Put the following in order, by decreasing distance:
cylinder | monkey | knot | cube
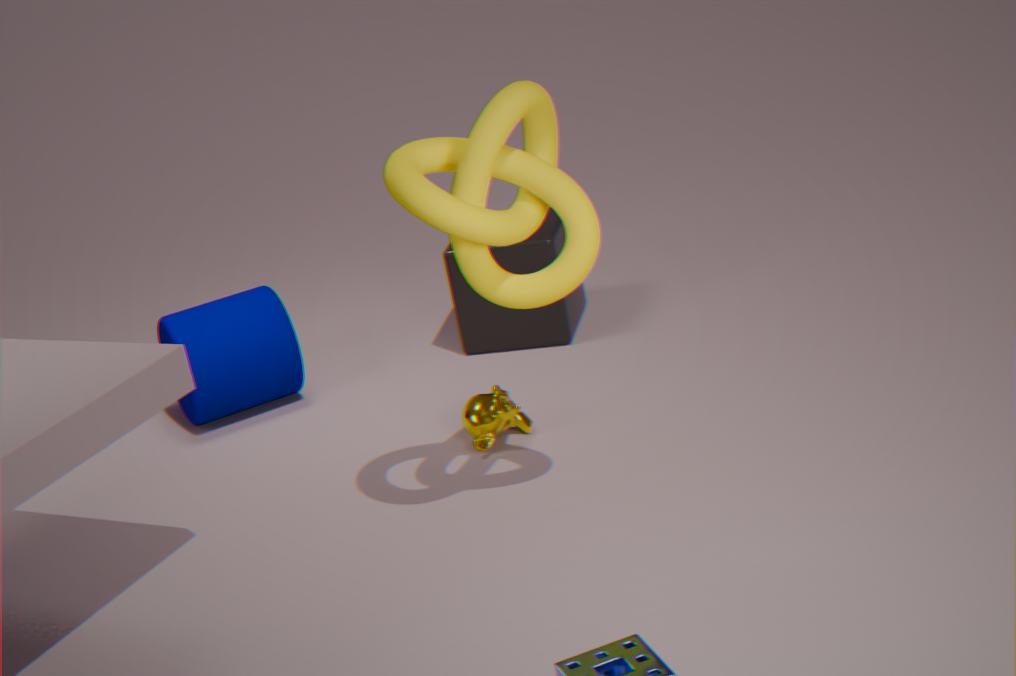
cube
cylinder
monkey
knot
